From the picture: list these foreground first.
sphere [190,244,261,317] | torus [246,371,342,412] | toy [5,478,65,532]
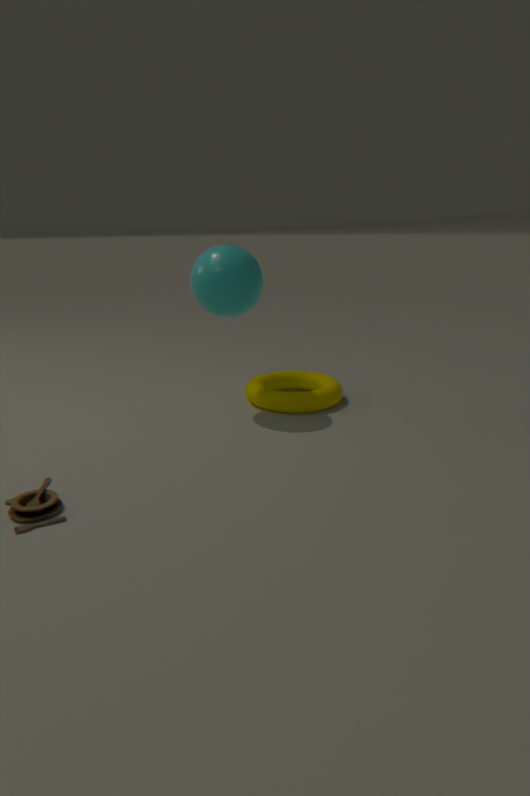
toy [5,478,65,532], sphere [190,244,261,317], torus [246,371,342,412]
